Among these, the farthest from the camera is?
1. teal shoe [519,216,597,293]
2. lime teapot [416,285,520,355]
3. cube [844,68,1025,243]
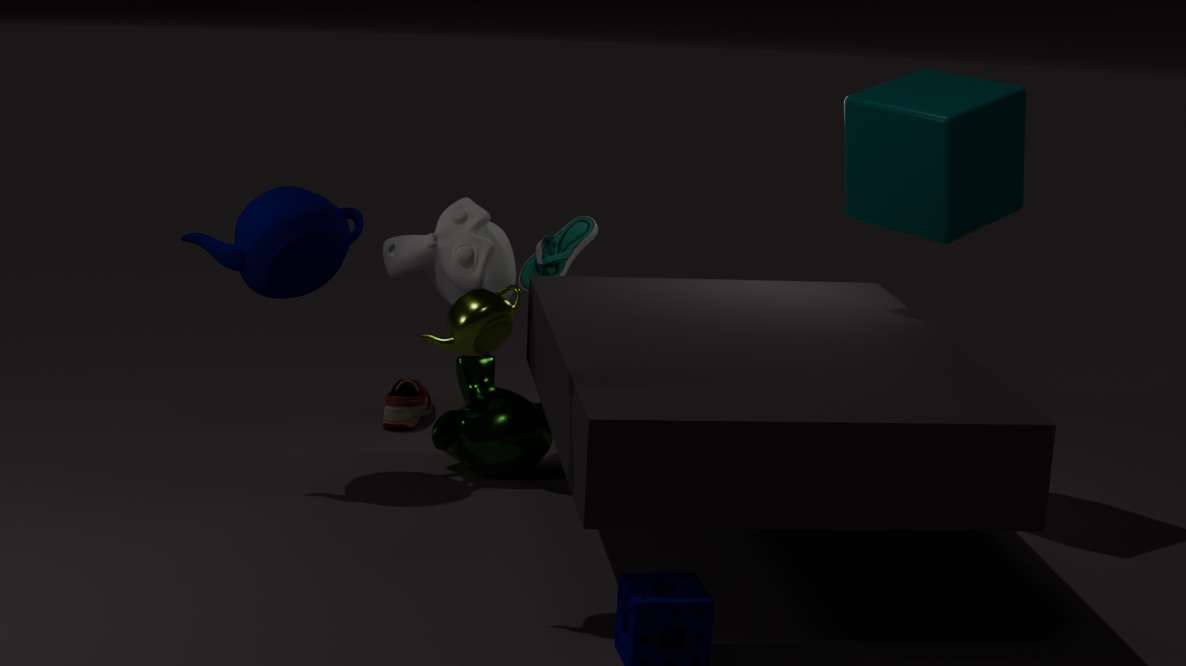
teal shoe [519,216,597,293]
